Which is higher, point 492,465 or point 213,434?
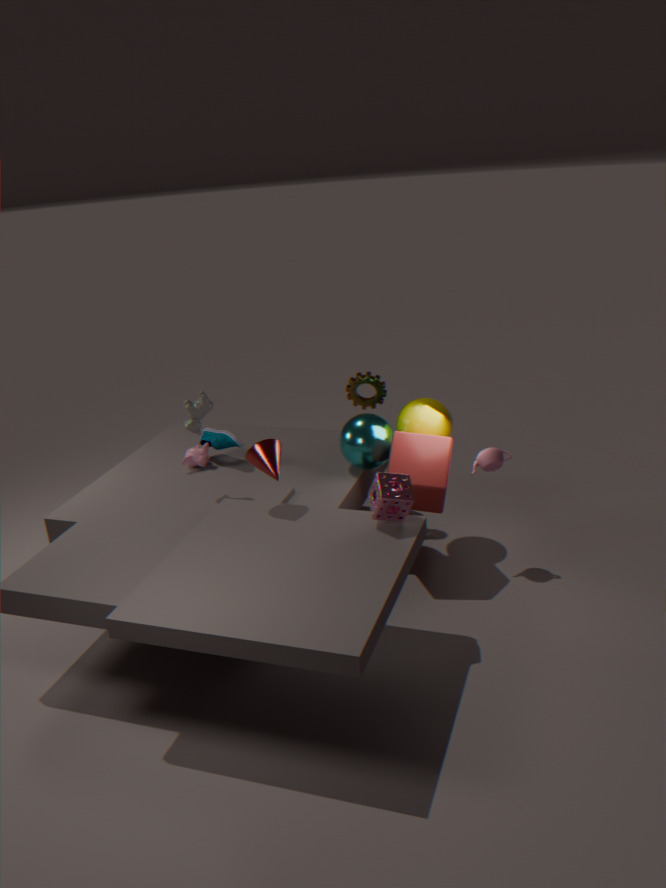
point 213,434
